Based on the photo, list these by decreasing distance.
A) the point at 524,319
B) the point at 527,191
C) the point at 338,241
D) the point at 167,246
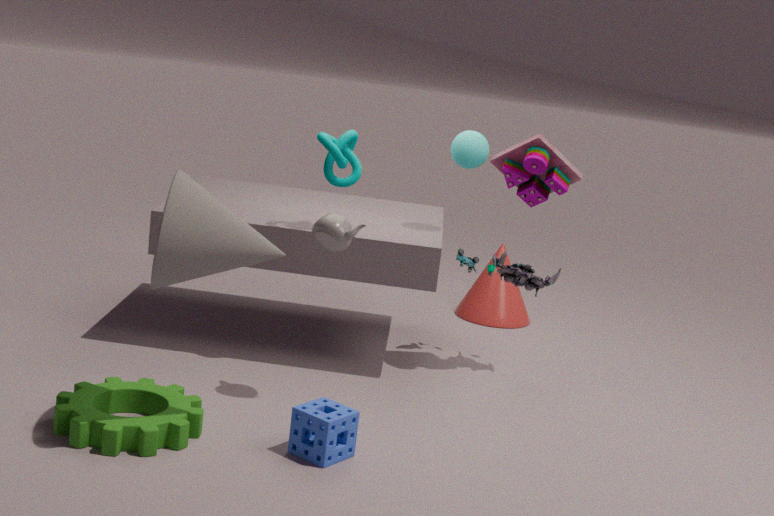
1. the point at 524,319
2. the point at 527,191
3. the point at 338,241
4. the point at 167,246
